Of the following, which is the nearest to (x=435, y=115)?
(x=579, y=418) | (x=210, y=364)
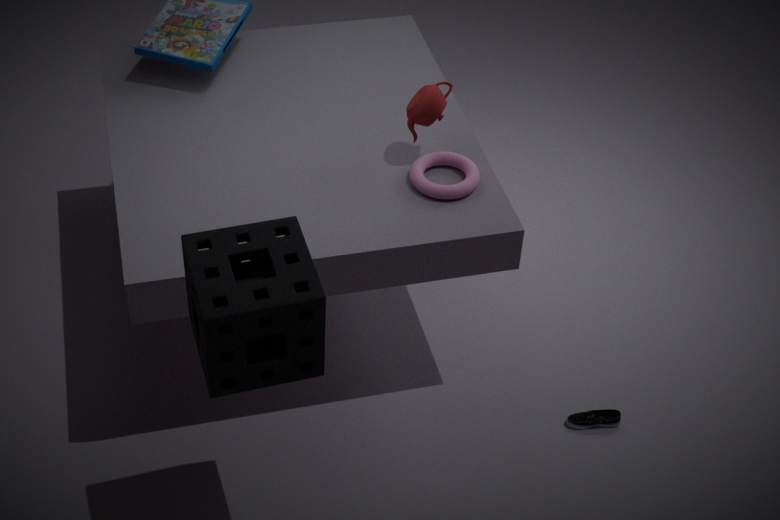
(x=210, y=364)
